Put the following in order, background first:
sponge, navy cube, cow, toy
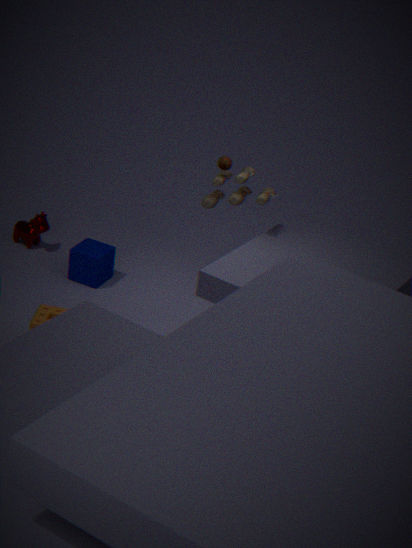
1. cow
2. navy cube
3. toy
4. sponge
